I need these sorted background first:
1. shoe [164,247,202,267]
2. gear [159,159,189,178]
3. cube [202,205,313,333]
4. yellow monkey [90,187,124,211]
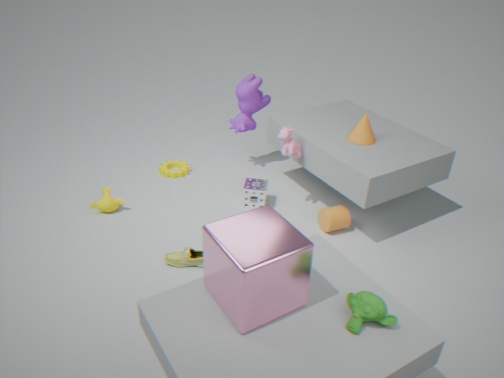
gear [159,159,189,178] → yellow monkey [90,187,124,211] → shoe [164,247,202,267] → cube [202,205,313,333]
